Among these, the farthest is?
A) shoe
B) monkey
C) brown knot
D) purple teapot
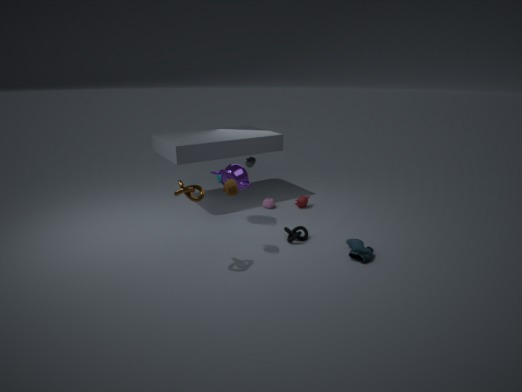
monkey
